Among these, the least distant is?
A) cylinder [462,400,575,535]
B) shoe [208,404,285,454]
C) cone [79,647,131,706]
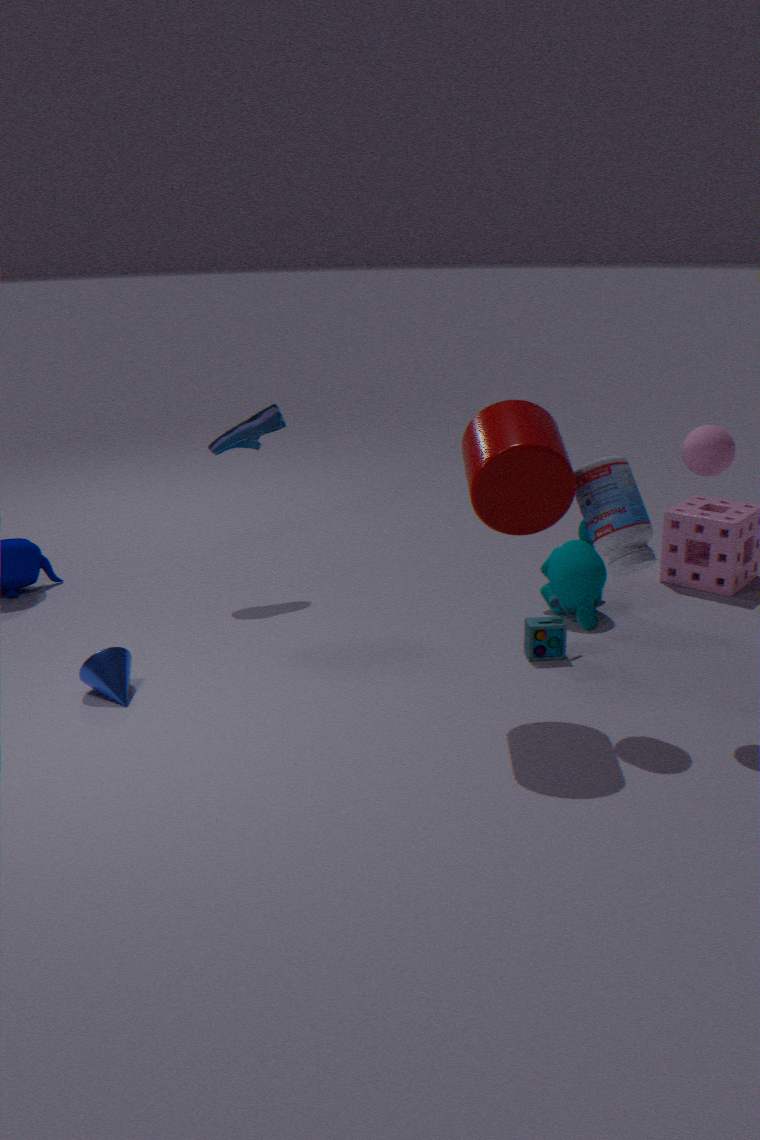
cylinder [462,400,575,535]
